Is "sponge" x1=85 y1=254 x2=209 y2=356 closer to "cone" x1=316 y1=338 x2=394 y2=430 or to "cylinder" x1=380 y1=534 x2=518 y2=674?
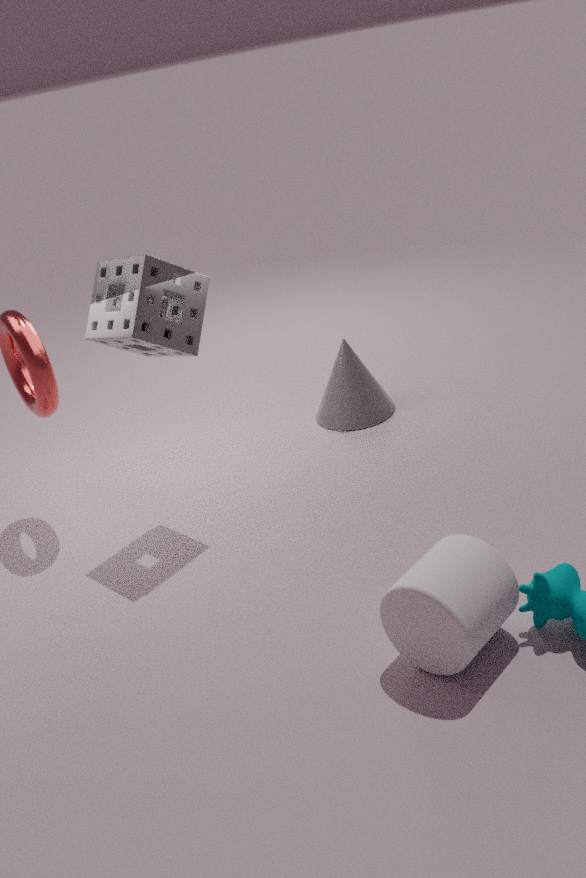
"cone" x1=316 y1=338 x2=394 y2=430
